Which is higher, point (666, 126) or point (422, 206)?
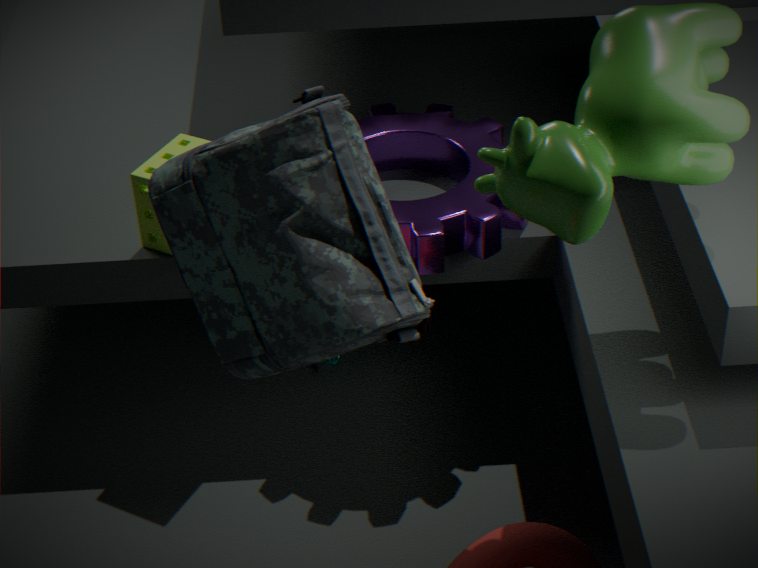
point (666, 126)
